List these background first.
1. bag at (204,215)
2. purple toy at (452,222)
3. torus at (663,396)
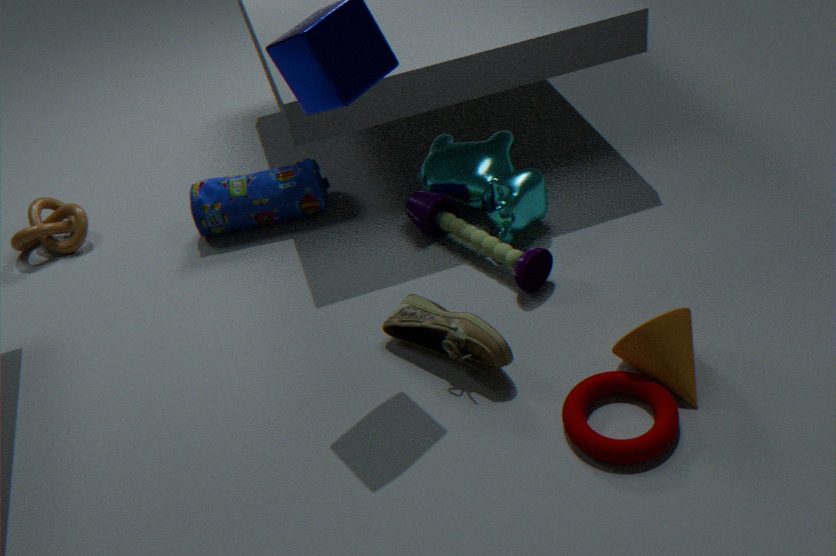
bag at (204,215) < purple toy at (452,222) < torus at (663,396)
